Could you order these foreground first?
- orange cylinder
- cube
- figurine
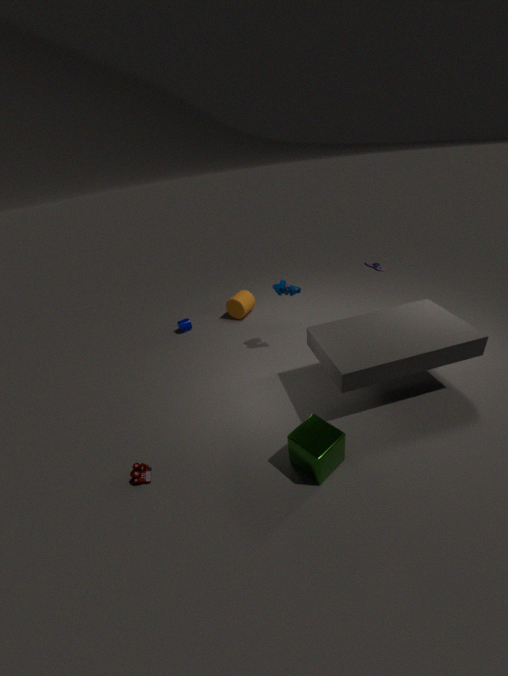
cube
figurine
orange cylinder
